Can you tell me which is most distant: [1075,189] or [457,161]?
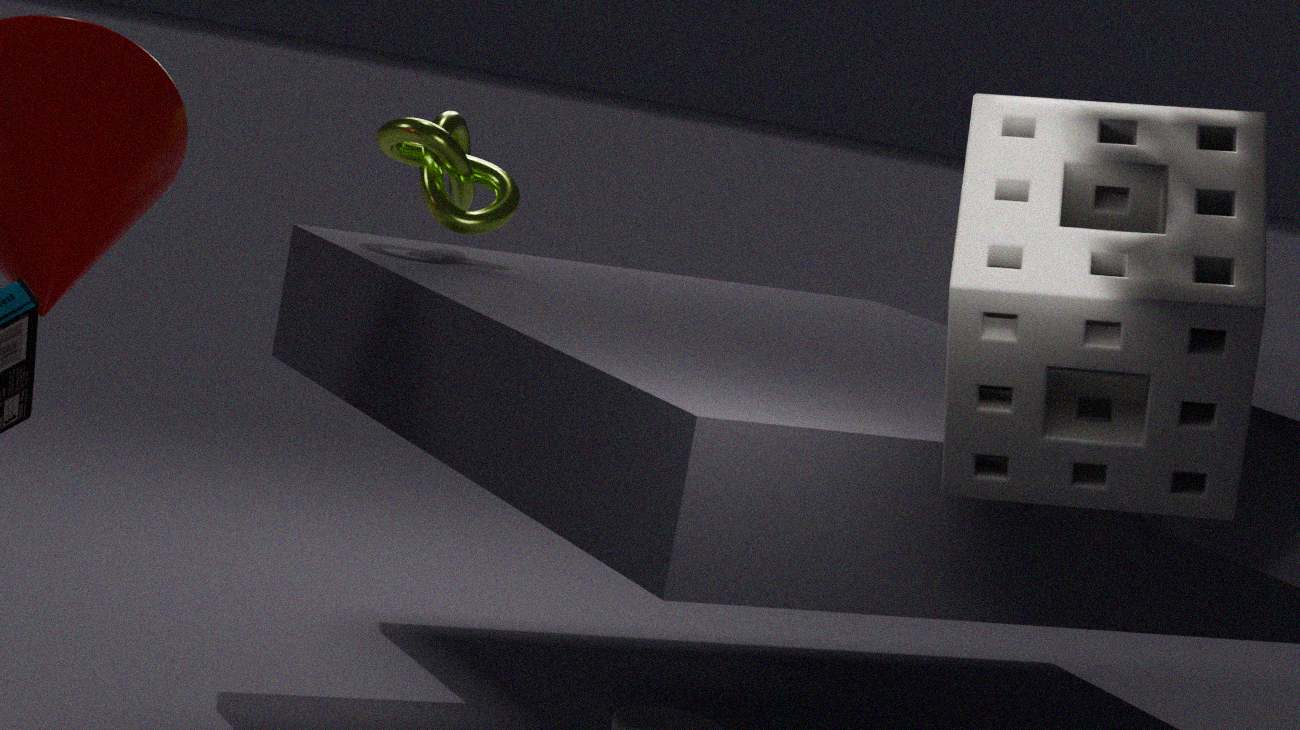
[457,161]
